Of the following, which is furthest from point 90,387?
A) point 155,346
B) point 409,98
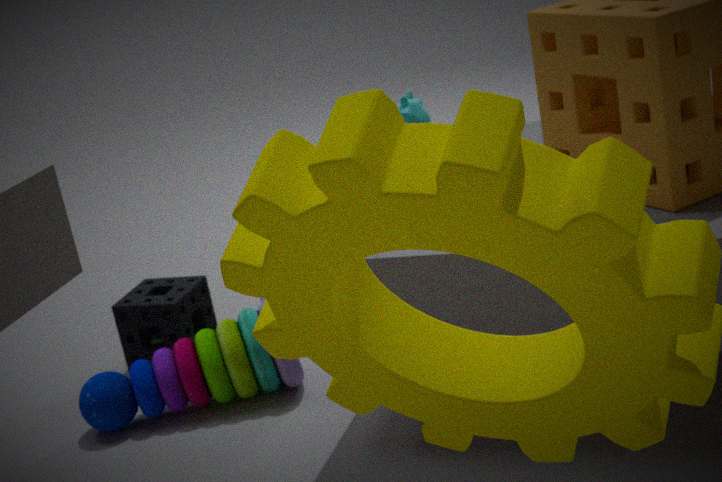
point 409,98
